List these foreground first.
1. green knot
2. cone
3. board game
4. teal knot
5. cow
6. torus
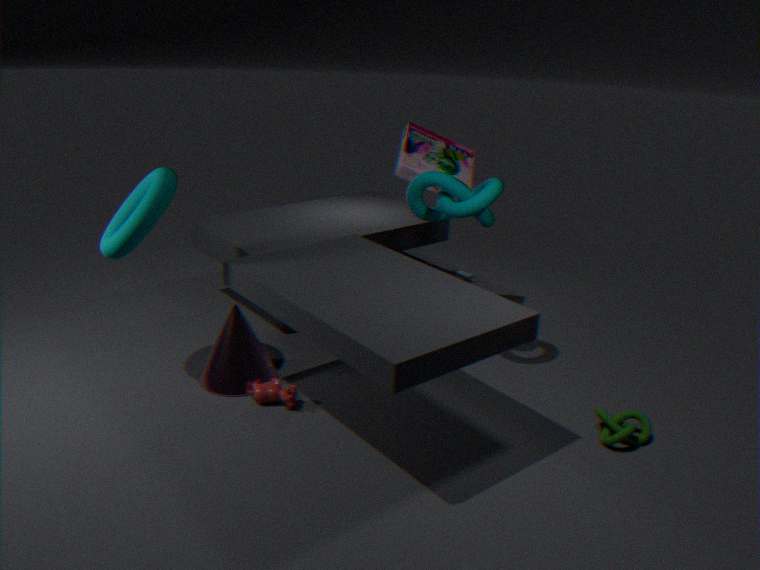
torus, green knot, cow, teal knot, cone, board game
